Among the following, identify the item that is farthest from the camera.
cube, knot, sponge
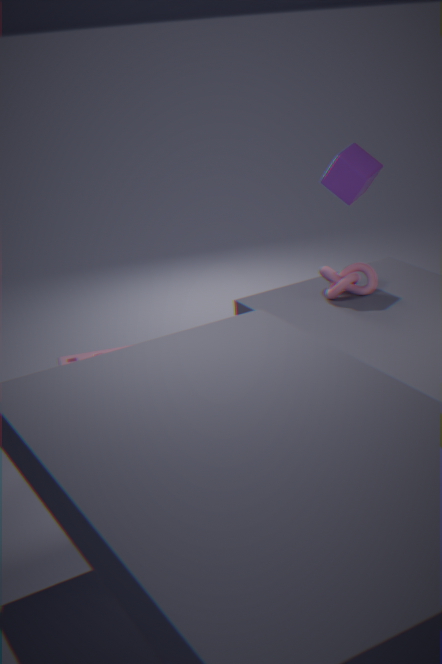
cube
